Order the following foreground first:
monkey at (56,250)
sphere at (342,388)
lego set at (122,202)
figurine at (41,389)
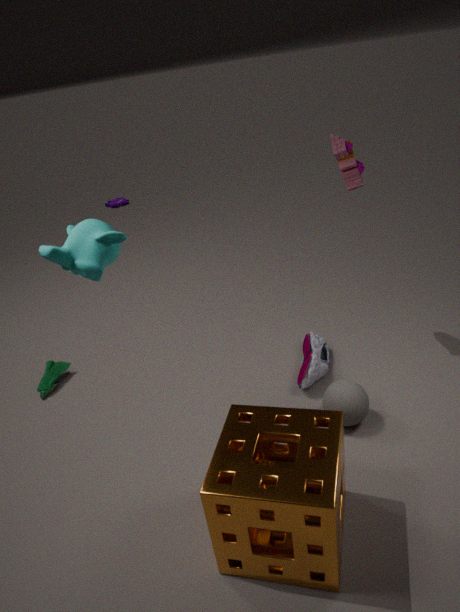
monkey at (56,250) → sphere at (342,388) → figurine at (41,389) → lego set at (122,202)
